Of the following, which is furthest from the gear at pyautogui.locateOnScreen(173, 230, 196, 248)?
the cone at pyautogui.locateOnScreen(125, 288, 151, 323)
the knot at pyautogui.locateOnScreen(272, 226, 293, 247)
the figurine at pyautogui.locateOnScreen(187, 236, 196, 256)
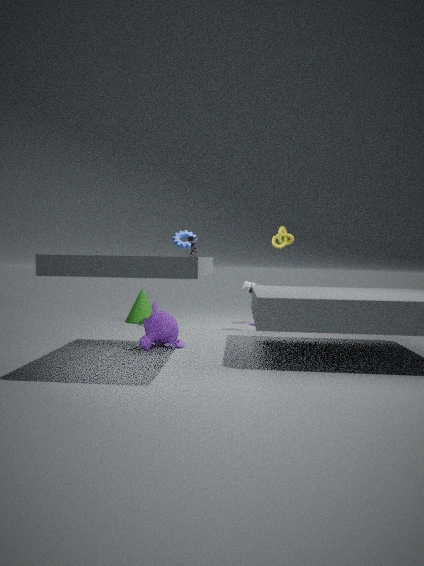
the knot at pyautogui.locateOnScreen(272, 226, 293, 247)
